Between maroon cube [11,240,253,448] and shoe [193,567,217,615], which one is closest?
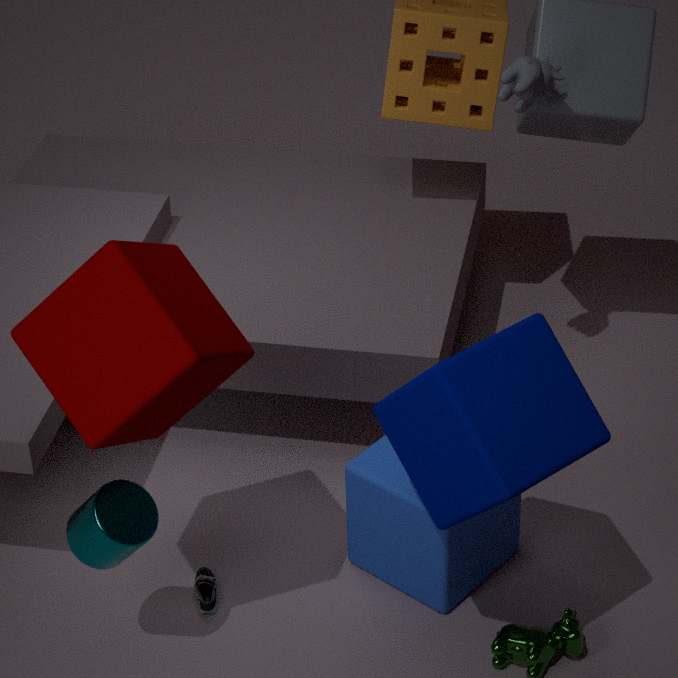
maroon cube [11,240,253,448]
